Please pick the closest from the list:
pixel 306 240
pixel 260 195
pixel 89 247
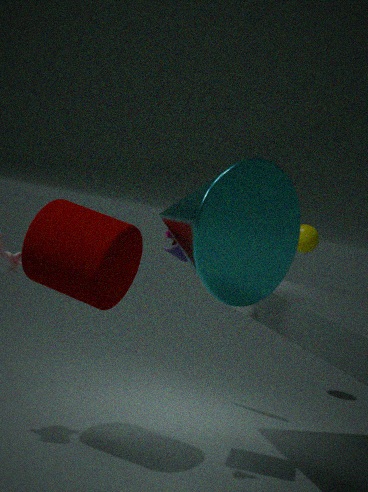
pixel 260 195
